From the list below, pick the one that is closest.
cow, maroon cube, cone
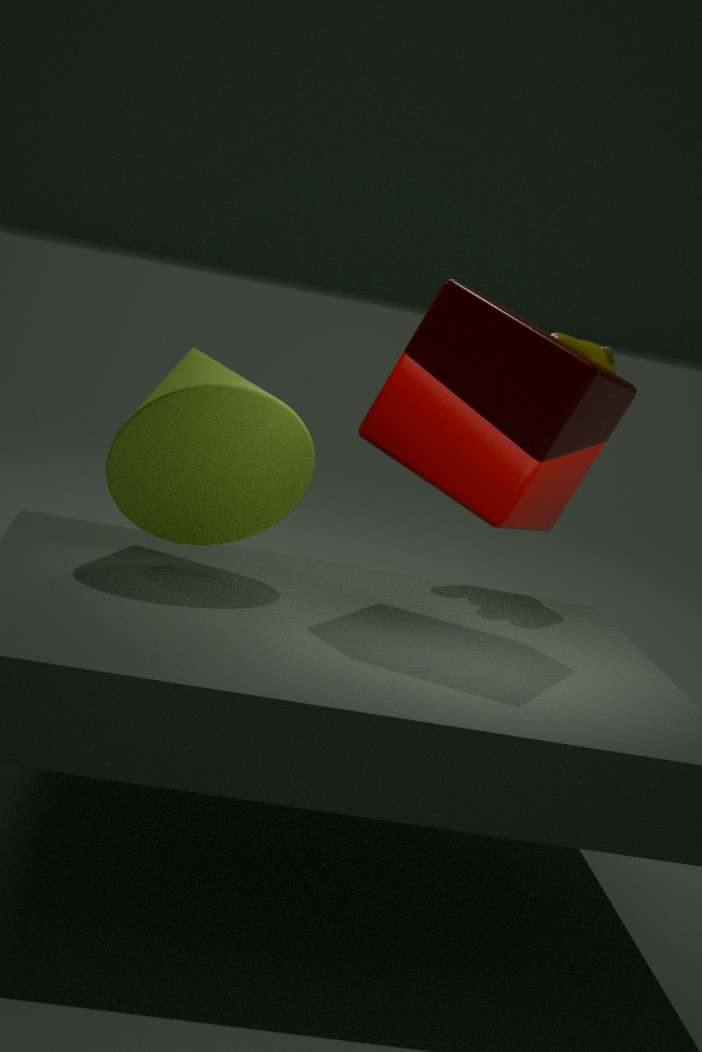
maroon cube
